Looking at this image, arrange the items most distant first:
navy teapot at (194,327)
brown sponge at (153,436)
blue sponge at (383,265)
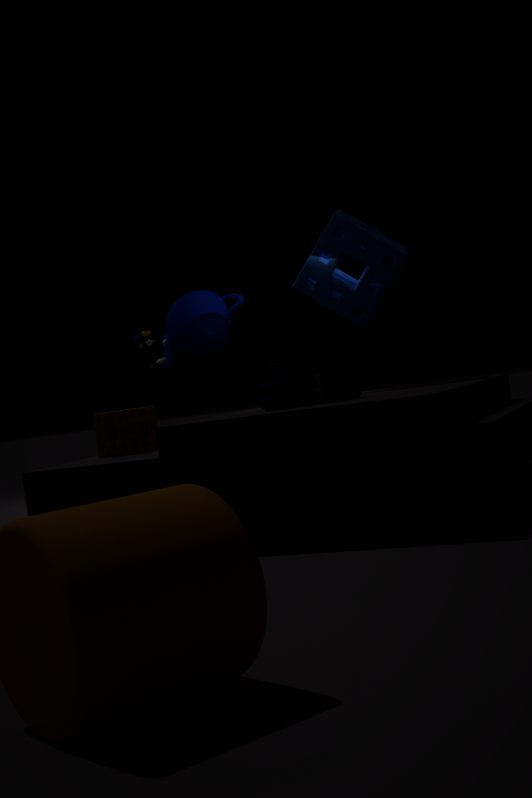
navy teapot at (194,327)
blue sponge at (383,265)
brown sponge at (153,436)
